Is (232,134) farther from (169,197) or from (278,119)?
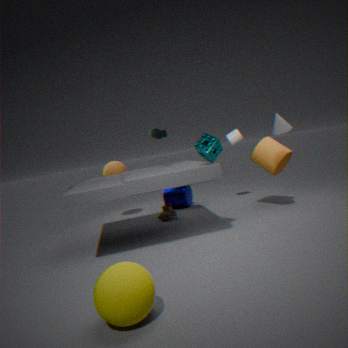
(169,197)
